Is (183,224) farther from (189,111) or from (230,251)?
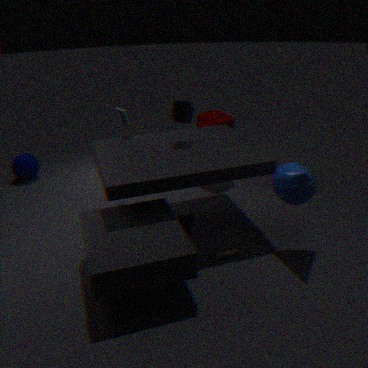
(189,111)
